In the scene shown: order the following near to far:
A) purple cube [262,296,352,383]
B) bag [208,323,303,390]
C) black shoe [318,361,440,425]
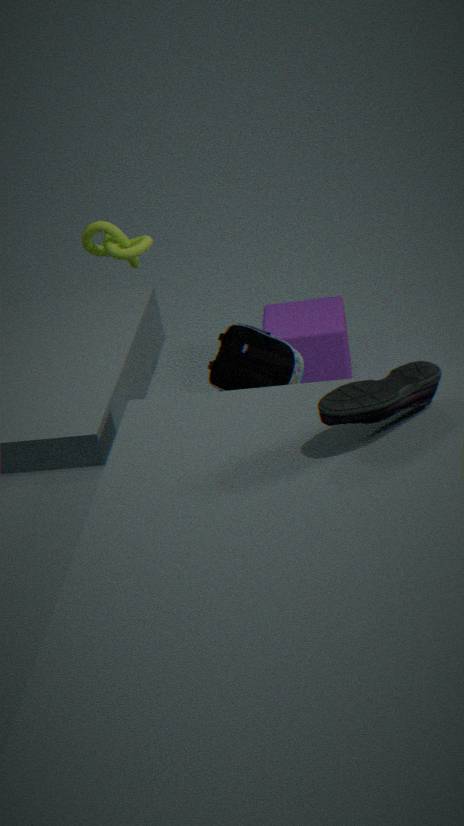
1. black shoe [318,361,440,425]
2. bag [208,323,303,390]
3. purple cube [262,296,352,383]
